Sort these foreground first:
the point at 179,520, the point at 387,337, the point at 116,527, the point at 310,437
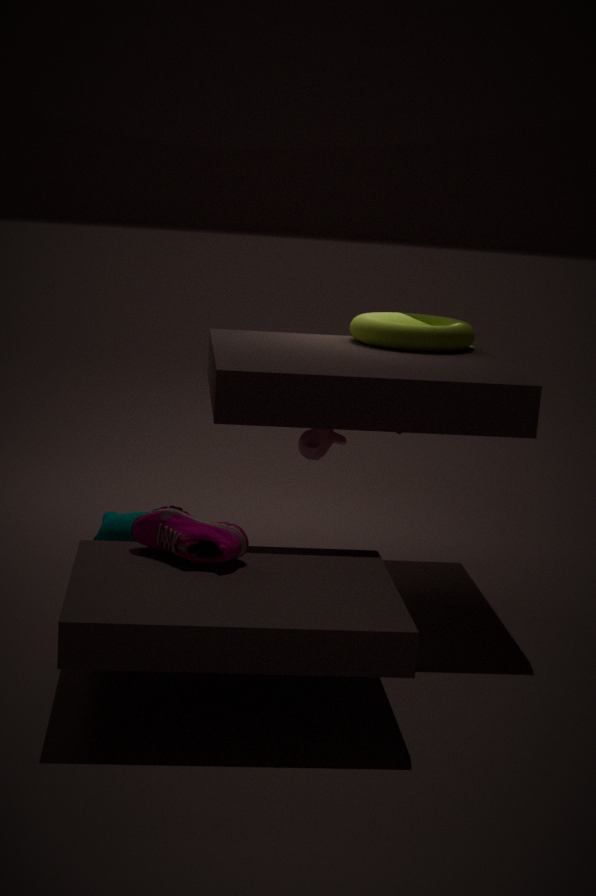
the point at 179,520 → the point at 116,527 → the point at 310,437 → the point at 387,337
